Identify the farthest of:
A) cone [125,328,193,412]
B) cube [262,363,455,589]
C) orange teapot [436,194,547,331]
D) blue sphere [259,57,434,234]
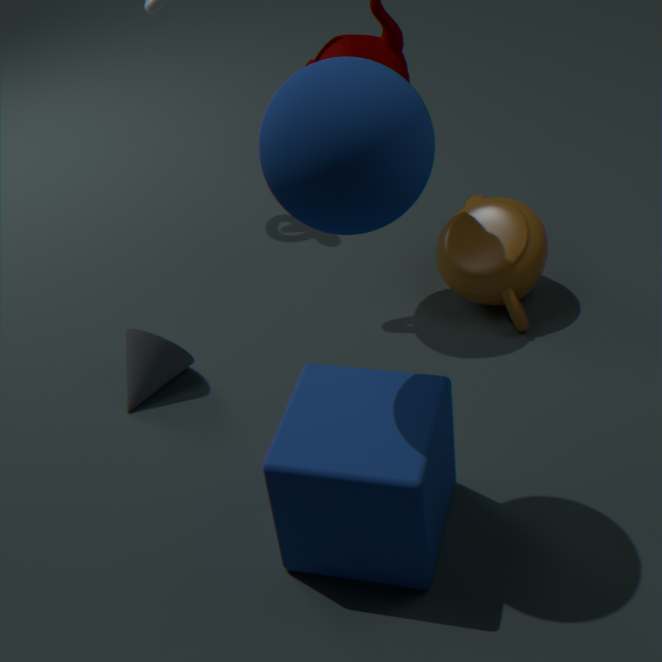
orange teapot [436,194,547,331]
